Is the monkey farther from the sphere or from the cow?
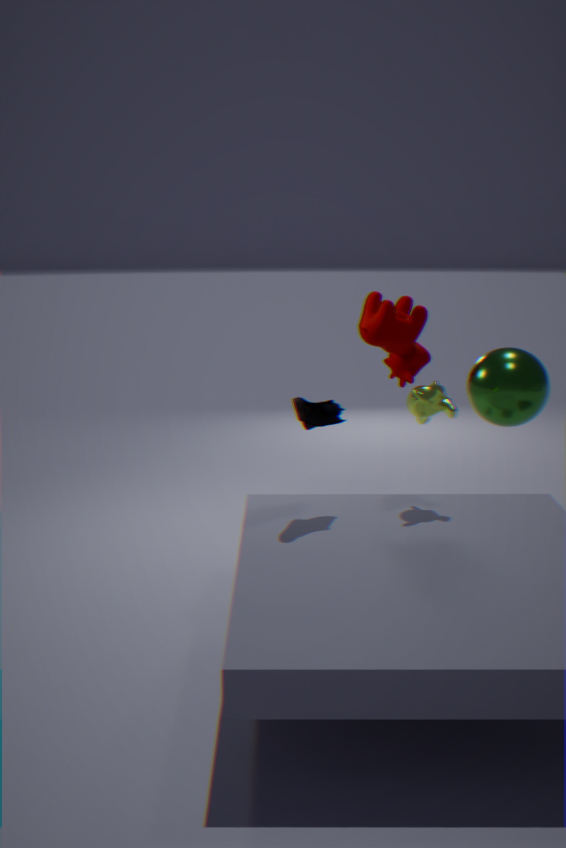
the cow
